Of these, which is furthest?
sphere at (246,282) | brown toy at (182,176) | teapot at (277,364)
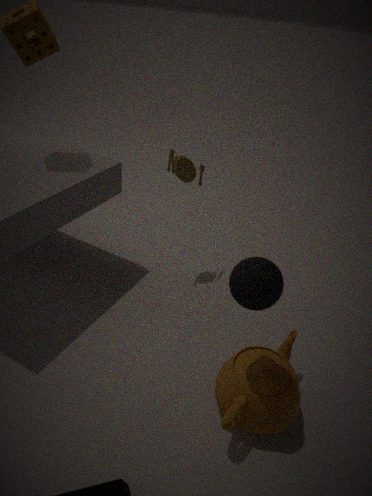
brown toy at (182,176)
